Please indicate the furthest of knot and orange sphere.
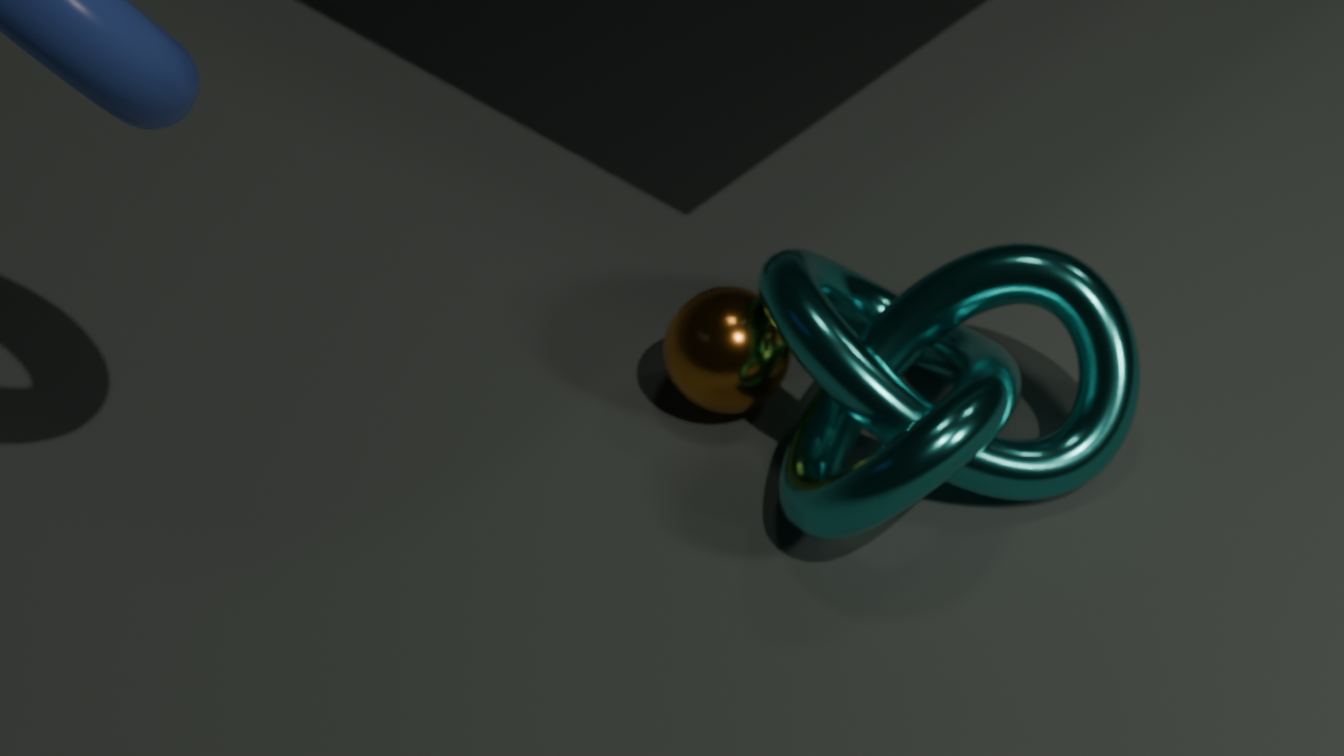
orange sphere
